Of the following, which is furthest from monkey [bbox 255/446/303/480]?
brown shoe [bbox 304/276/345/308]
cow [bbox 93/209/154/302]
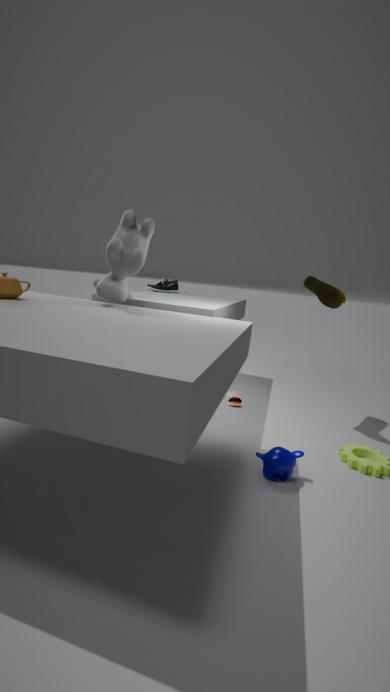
cow [bbox 93/209/154/302]
